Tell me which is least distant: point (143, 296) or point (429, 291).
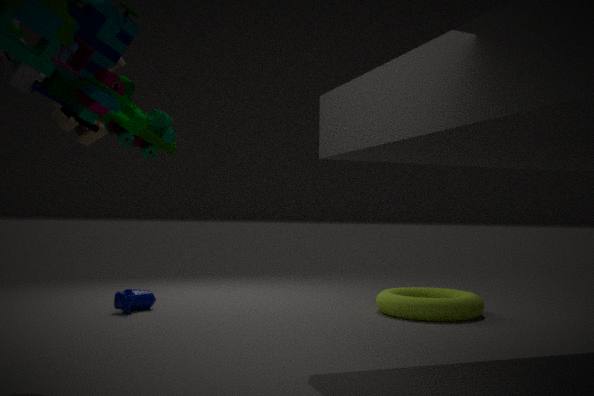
point (143, 296)
